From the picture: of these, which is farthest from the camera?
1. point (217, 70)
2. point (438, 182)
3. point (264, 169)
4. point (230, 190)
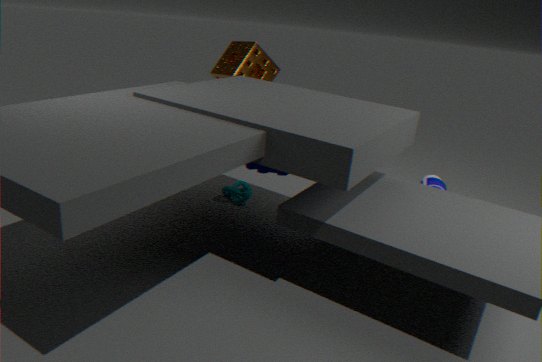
point (438, 182)
